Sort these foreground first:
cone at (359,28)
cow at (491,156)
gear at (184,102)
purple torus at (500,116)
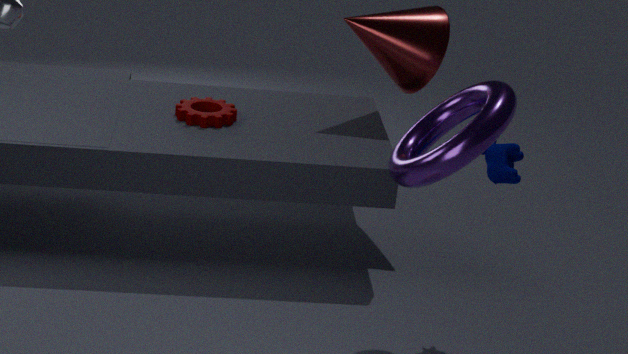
purple torus at (500,116), cow at (491,156), gear at (184,102), cone at (359,28)
